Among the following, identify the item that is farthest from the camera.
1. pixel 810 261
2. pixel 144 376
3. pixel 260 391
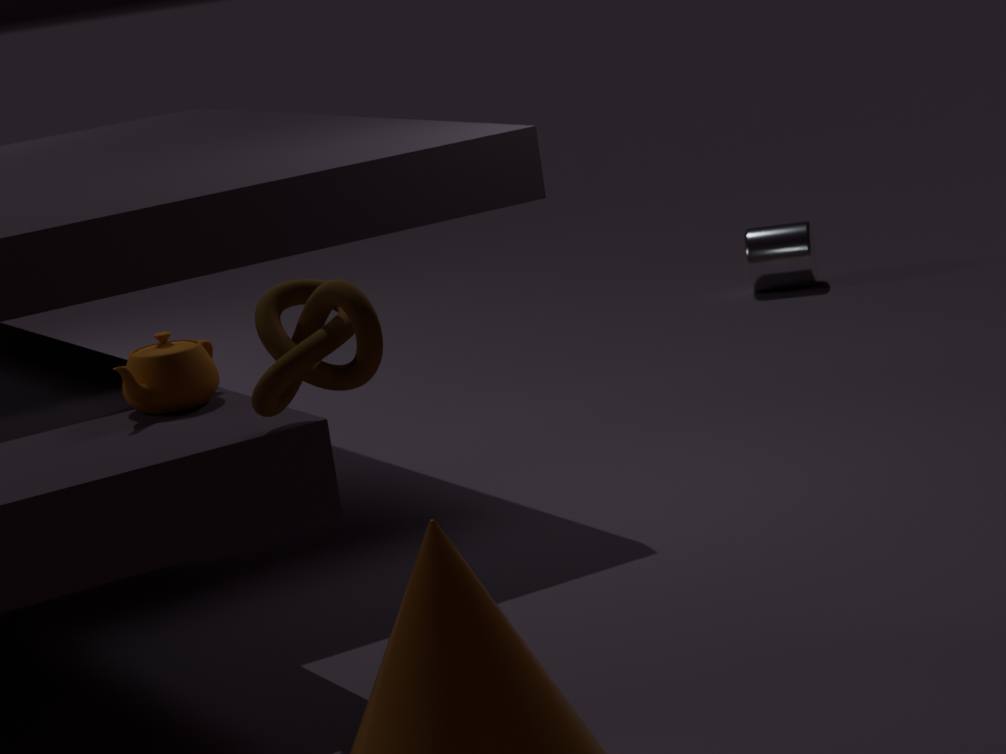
pixel 810 261
